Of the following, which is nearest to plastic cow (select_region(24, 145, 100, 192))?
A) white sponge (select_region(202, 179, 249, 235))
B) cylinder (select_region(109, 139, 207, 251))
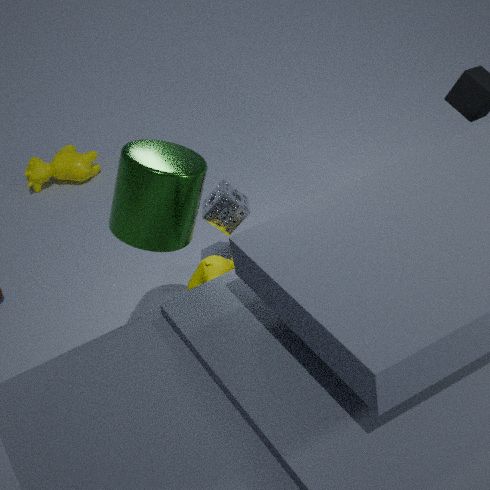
white sponge (select_region(202, 179, 249, 235))
